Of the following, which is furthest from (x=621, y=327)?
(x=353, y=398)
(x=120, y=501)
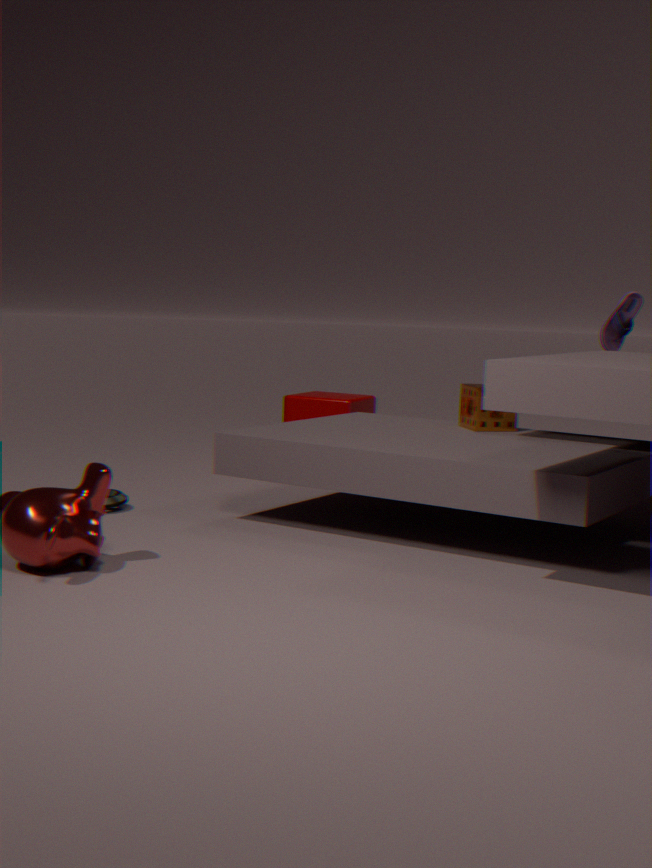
(x=120, y=501)
